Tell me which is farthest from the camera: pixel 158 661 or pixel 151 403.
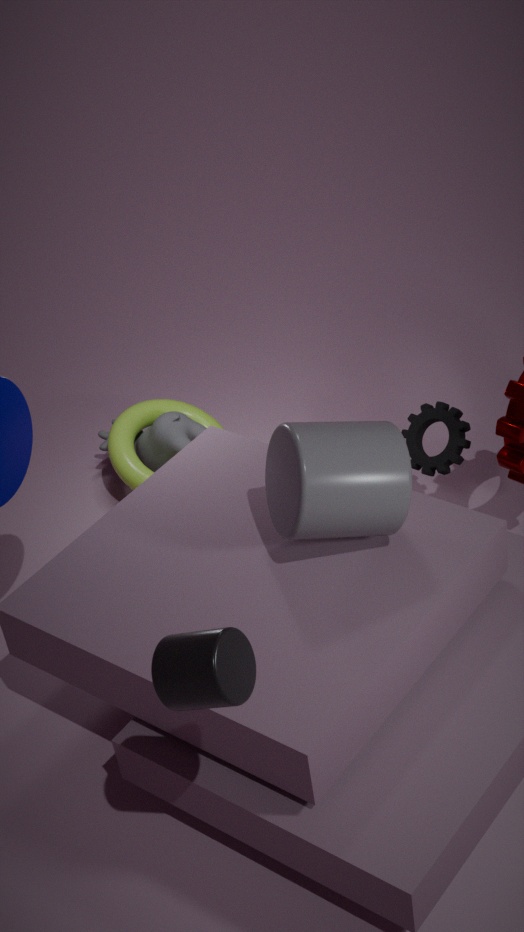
pixel 151 403
